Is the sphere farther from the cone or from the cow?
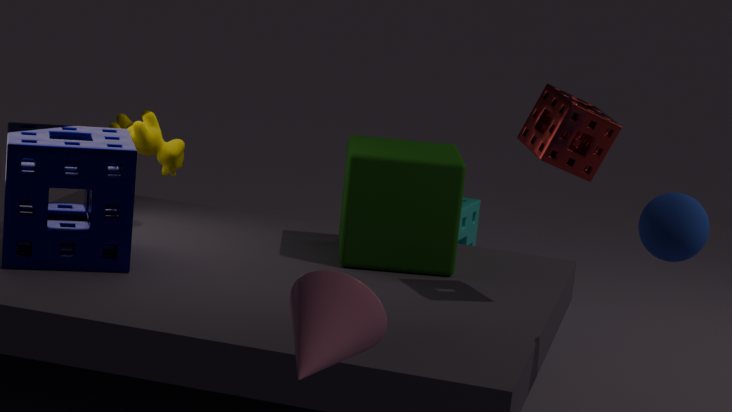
the cow
